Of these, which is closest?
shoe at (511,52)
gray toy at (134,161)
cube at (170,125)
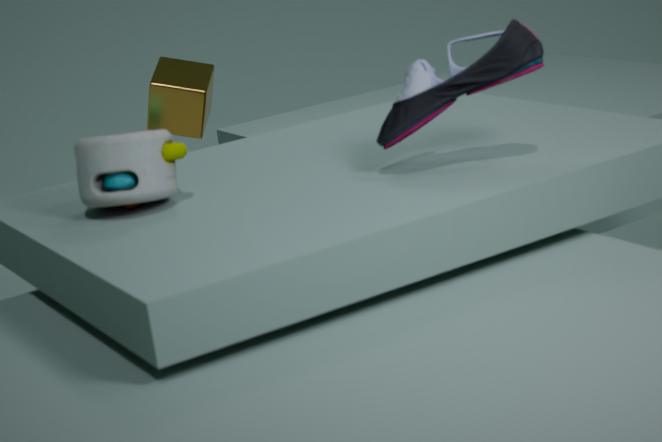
shoe at (511,52)
